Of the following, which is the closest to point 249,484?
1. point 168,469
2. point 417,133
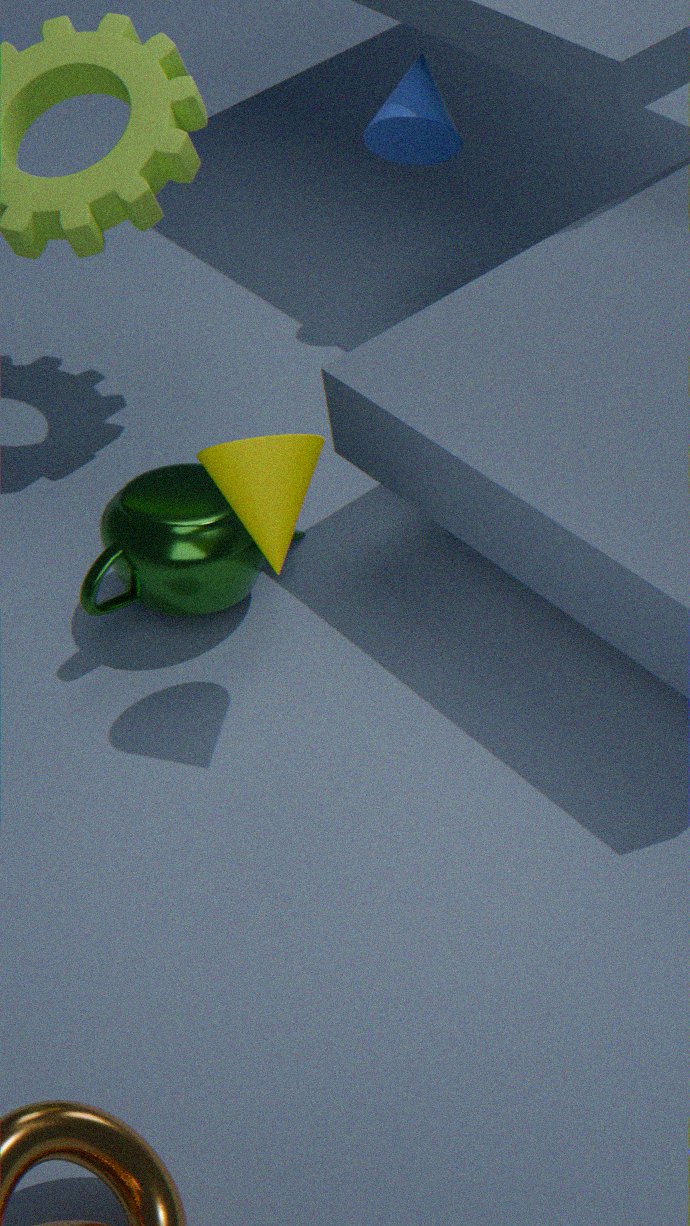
point 168,469
